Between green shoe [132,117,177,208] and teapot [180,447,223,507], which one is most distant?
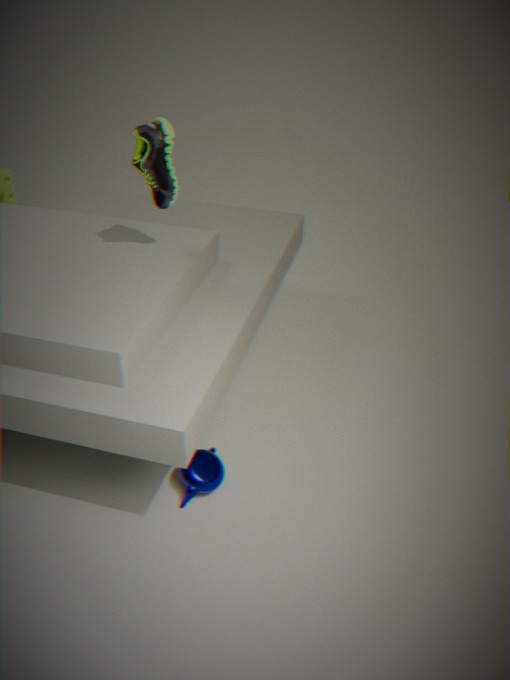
green shoe [132,117,177,208]
